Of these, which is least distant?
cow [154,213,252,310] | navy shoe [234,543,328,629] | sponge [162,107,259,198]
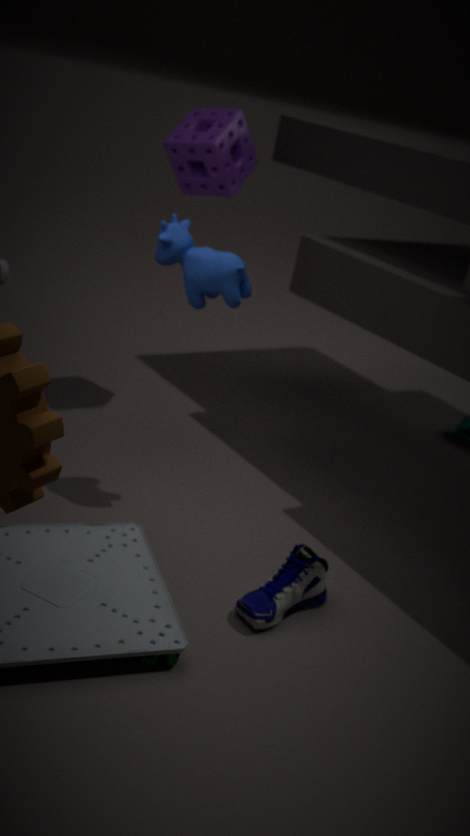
navy shoe [234,543,328,629]
